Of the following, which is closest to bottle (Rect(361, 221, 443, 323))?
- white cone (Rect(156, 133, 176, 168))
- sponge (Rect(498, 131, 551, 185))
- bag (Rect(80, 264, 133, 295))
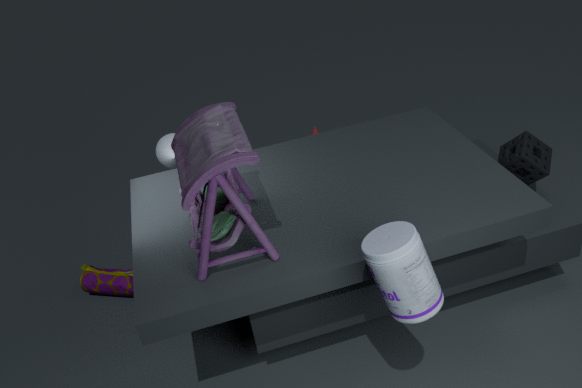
sponge (Rect(498, 131, 551, 185))
